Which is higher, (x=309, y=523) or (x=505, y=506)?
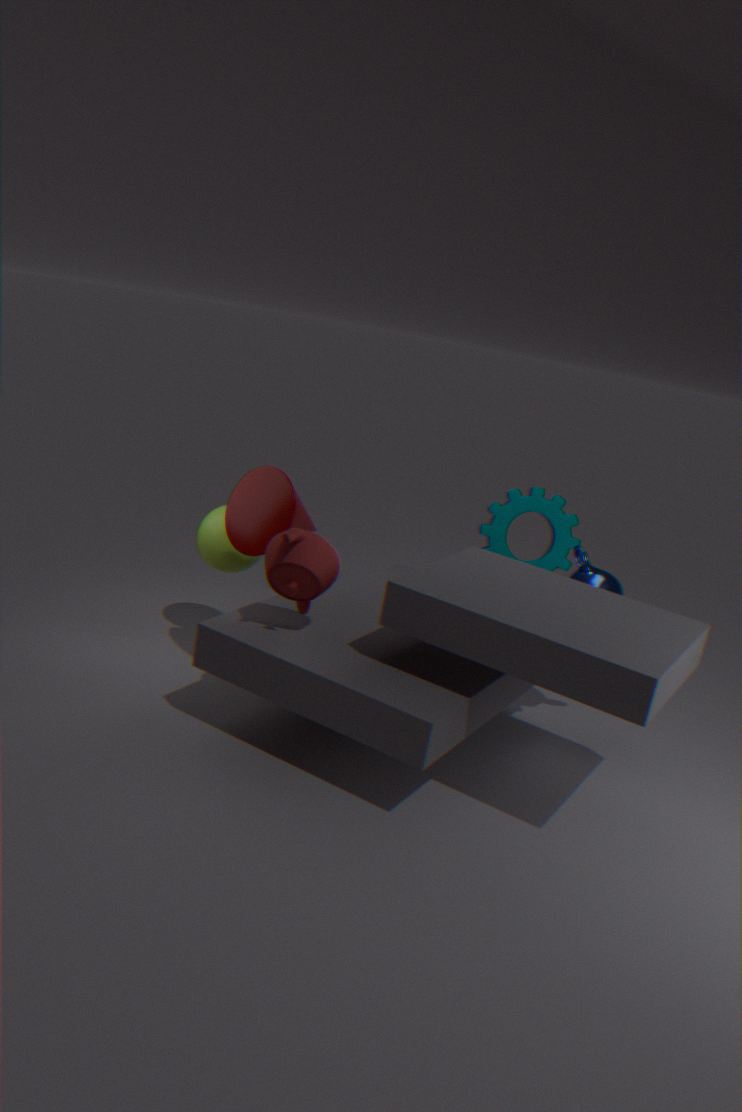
(x=309, y=523)
